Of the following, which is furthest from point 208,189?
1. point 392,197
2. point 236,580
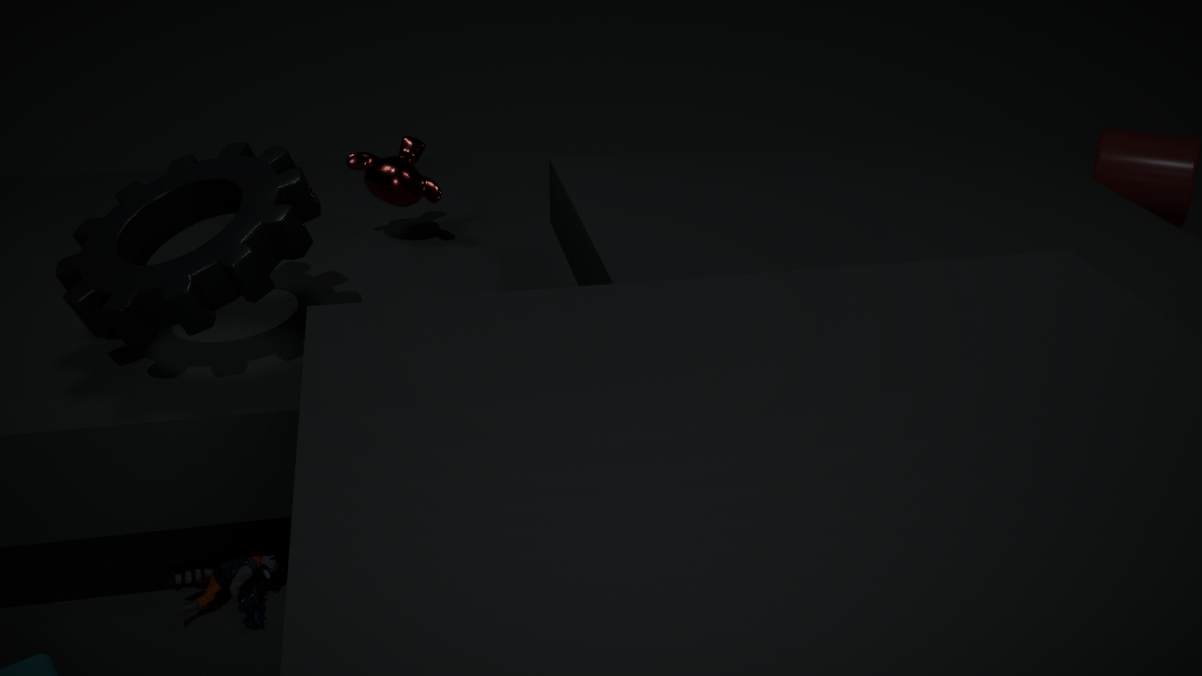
point 236,580
